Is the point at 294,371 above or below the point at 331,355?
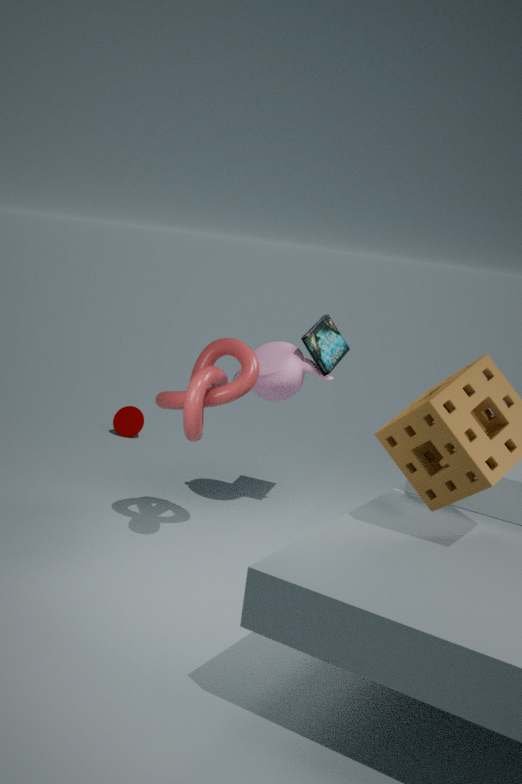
below
